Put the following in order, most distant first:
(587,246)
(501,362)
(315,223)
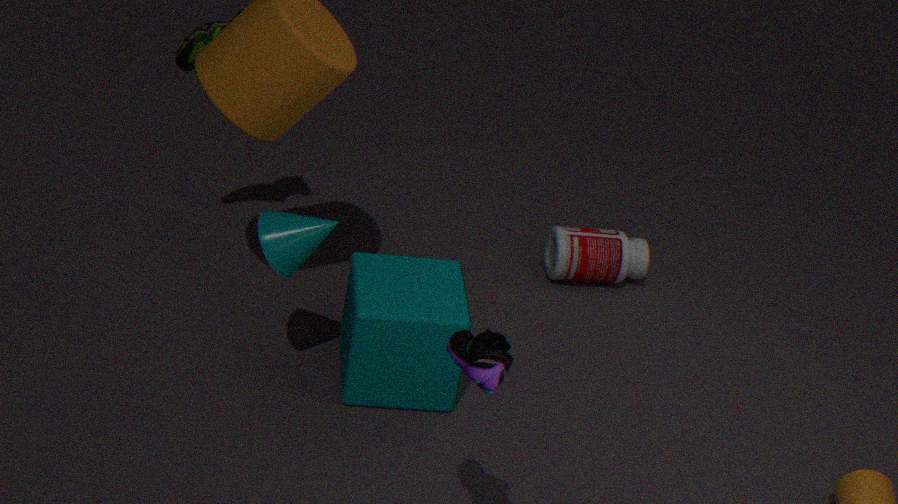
(587,246) < (315,223) < (501,362)
